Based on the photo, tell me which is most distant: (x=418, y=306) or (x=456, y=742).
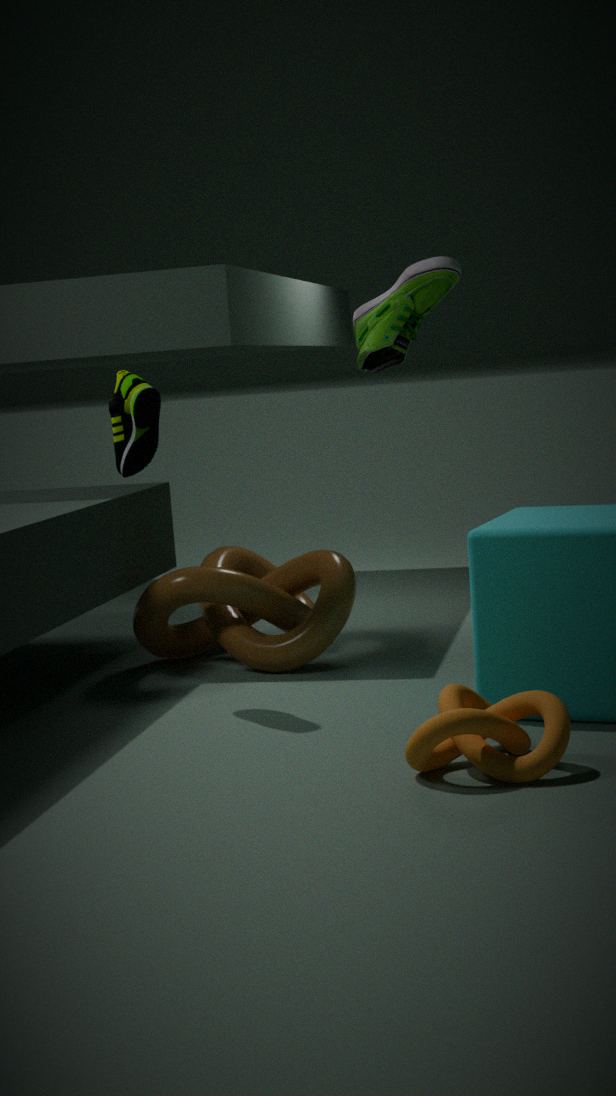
(x=418, y=306)
